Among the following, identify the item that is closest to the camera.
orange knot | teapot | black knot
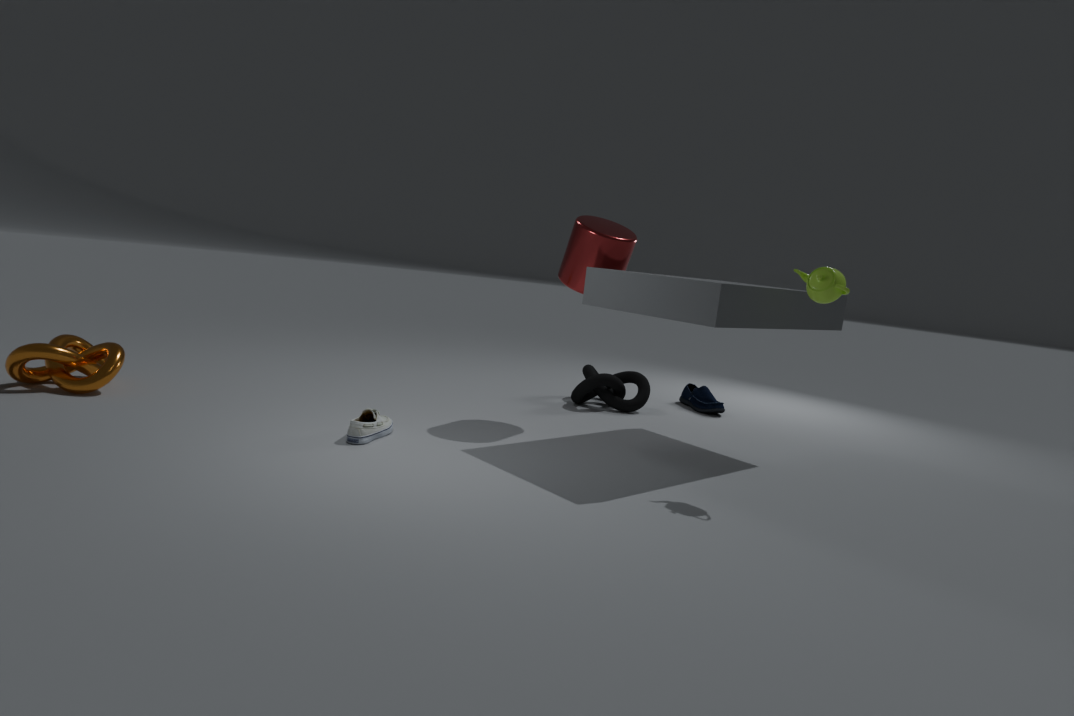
teapot
